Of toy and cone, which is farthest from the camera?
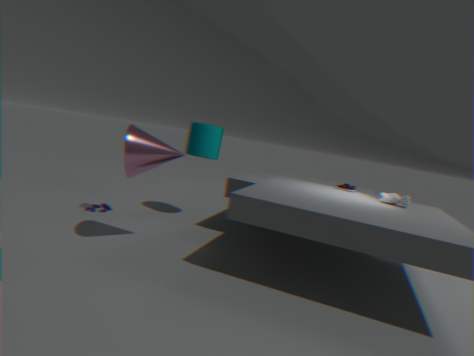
toy
